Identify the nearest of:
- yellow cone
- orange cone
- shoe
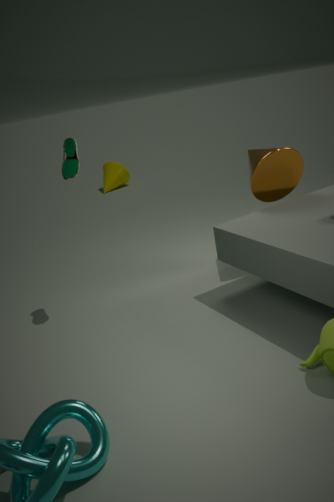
shoe
